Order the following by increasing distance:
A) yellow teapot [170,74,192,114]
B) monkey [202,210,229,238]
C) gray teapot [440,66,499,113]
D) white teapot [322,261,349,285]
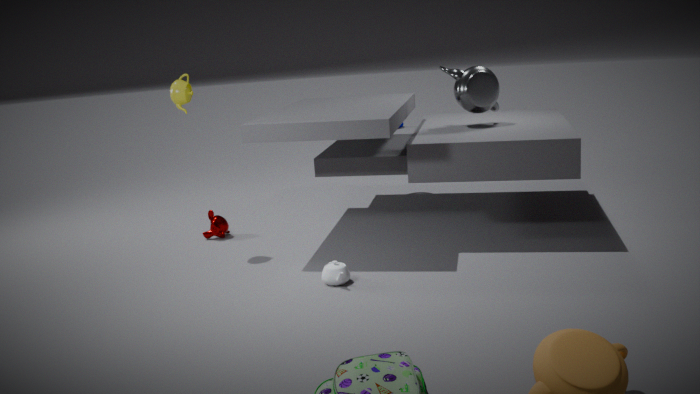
white teapot [322,261,349,285], yellow teapot [170,74,192,114], gray teapot [440,66,499,113], monkey [202,210,229,238]
